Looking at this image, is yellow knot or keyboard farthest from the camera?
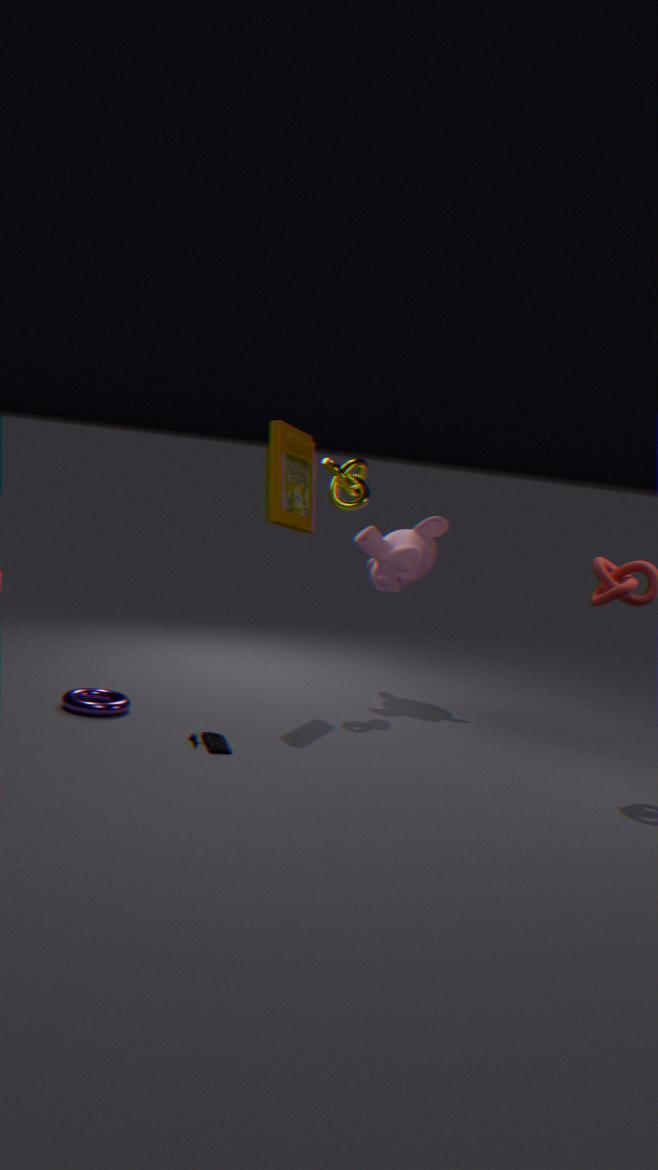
yellow knot
